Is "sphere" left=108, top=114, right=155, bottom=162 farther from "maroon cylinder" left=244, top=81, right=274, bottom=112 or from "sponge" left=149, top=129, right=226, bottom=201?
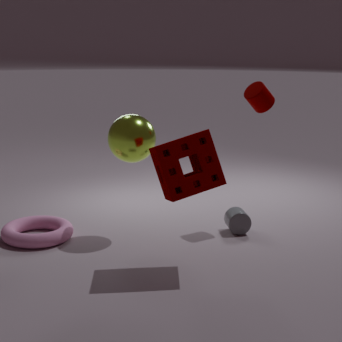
"maroon cylinder" left=244, top=81, right=274, bottom=112
